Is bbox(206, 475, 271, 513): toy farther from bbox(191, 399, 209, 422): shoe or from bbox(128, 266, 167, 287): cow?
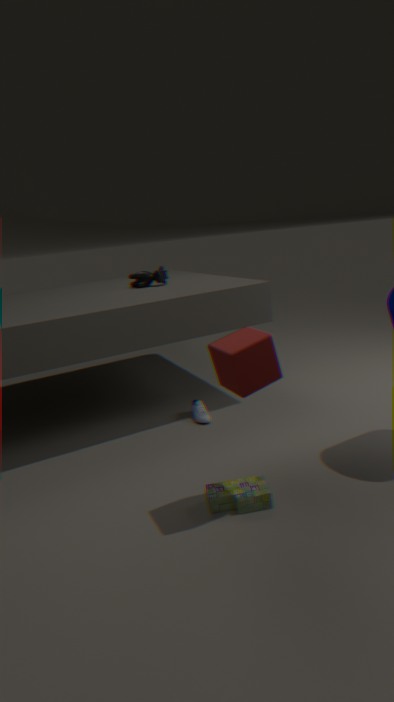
bbox(128, 266, 167, 287): cow
